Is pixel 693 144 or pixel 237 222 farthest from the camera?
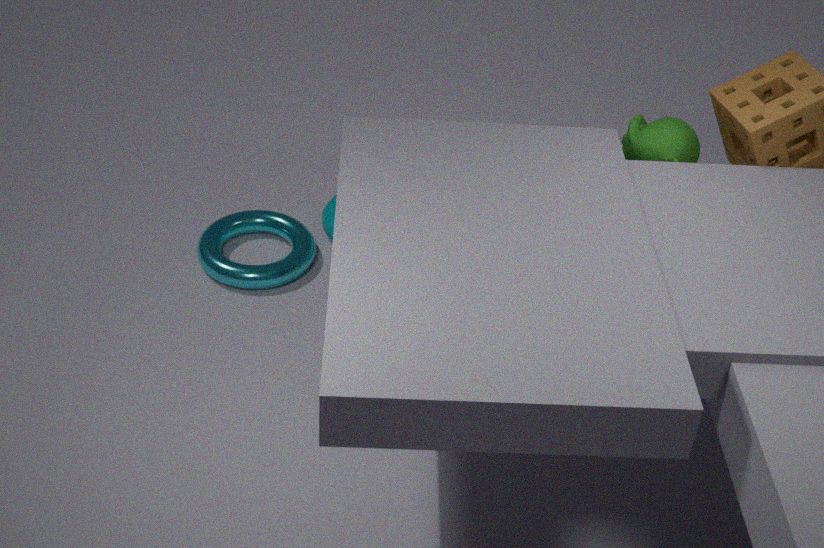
pixel 237 222
